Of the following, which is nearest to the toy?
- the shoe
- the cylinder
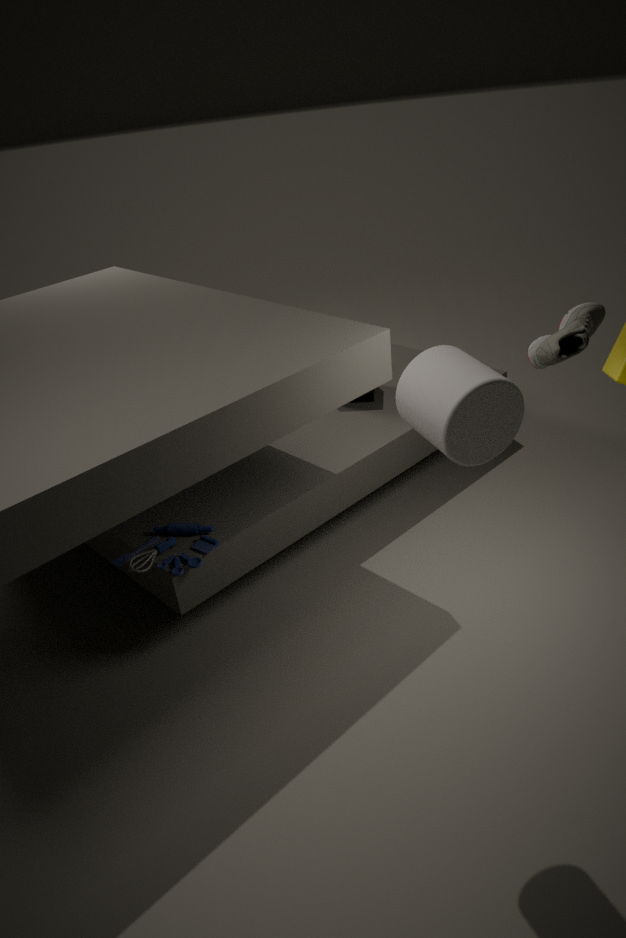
the cylinder
